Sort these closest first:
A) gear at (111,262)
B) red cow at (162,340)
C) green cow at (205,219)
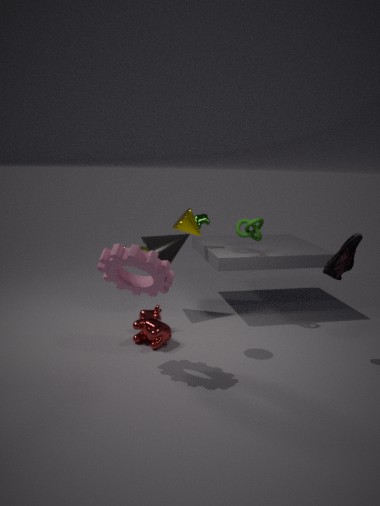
gear at (111,262) < red cow at (162,340) < green cow at (205,219)
